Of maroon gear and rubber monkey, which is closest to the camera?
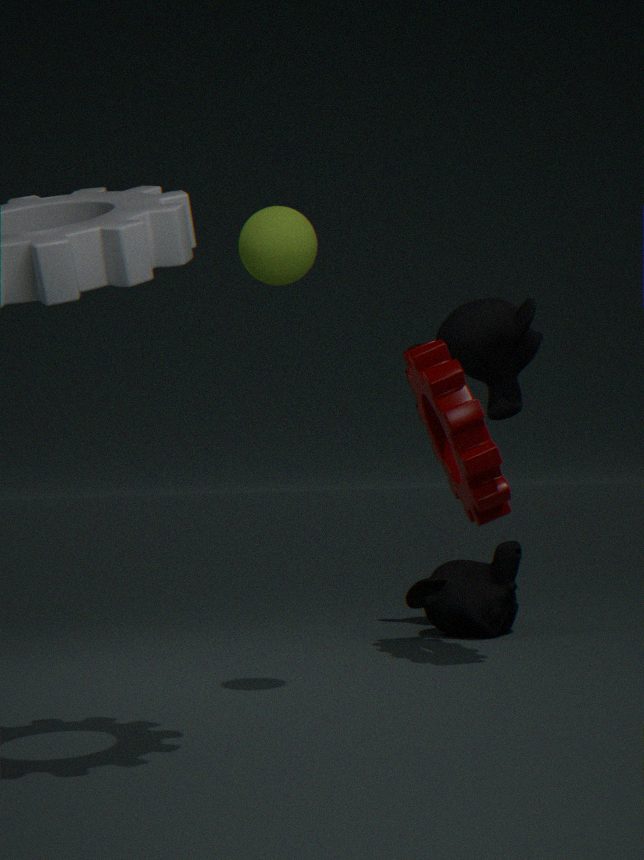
maroon gear
